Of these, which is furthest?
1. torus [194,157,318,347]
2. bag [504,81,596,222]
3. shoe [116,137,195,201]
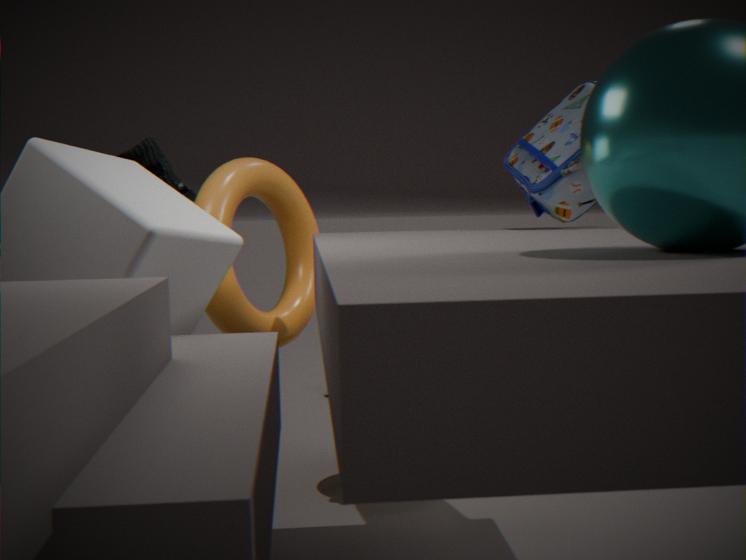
bag [504,81,596,222]
